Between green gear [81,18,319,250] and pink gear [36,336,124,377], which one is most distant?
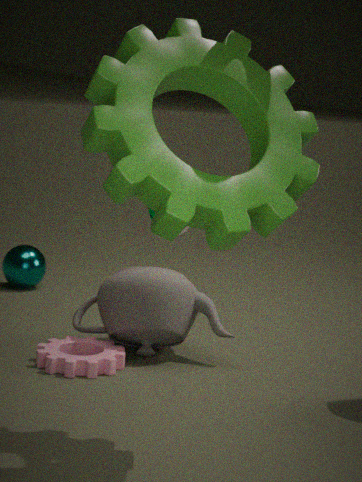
pink gear [36,336,124,377]
